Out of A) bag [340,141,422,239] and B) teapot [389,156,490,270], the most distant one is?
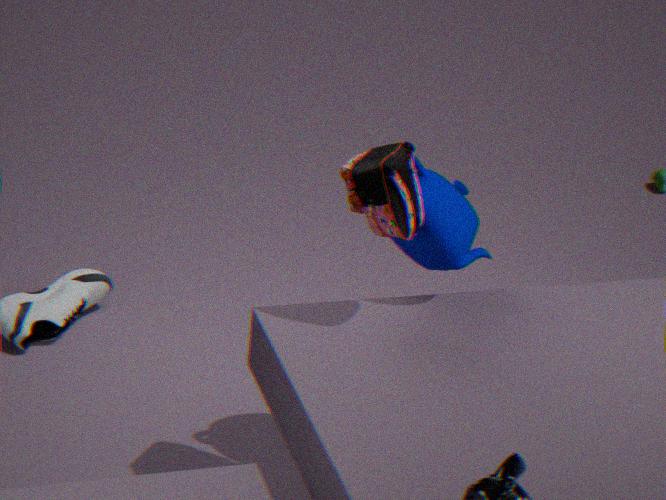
B. teapot [389,156,490,270]
